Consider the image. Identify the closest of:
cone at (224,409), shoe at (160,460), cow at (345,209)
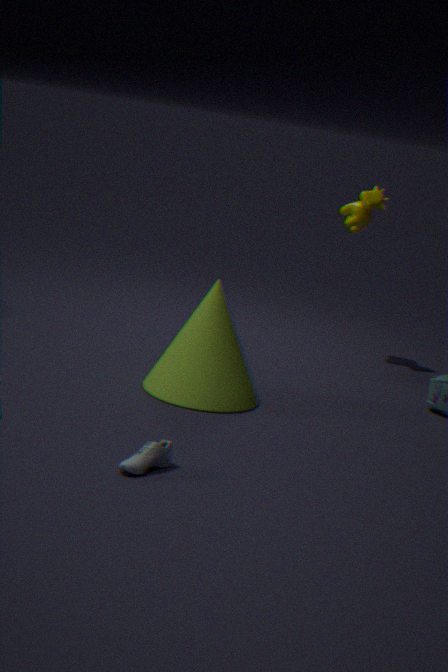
shoe at (160,460)
